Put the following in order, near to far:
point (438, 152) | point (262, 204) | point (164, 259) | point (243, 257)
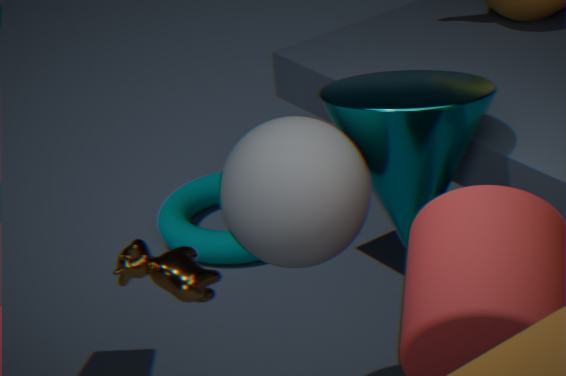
1. point (262, 204)
2. point (438, 152)
3. point (164, 259)
4. point (243, 257)
